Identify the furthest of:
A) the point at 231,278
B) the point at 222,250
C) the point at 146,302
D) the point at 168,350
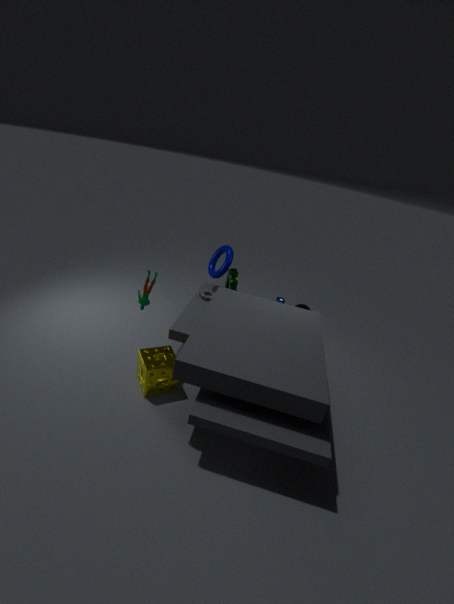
the point at 222,250
